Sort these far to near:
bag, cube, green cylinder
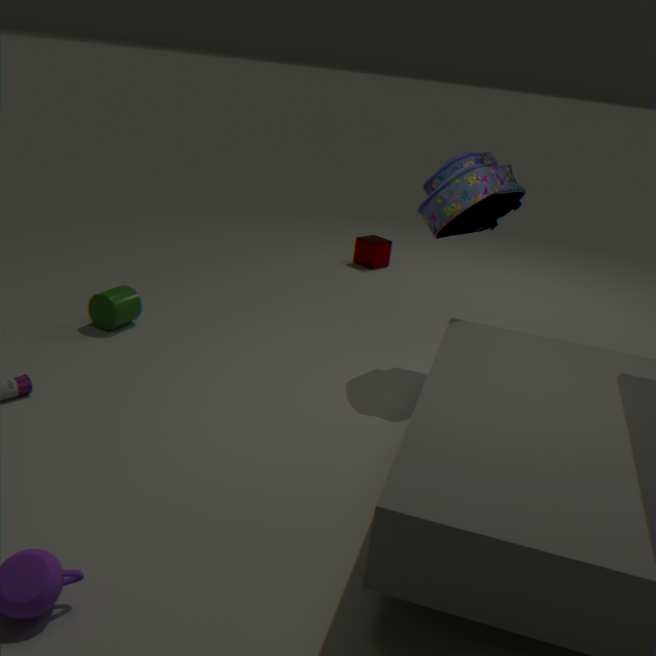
1. cube
2. green cylinder
3. bag
